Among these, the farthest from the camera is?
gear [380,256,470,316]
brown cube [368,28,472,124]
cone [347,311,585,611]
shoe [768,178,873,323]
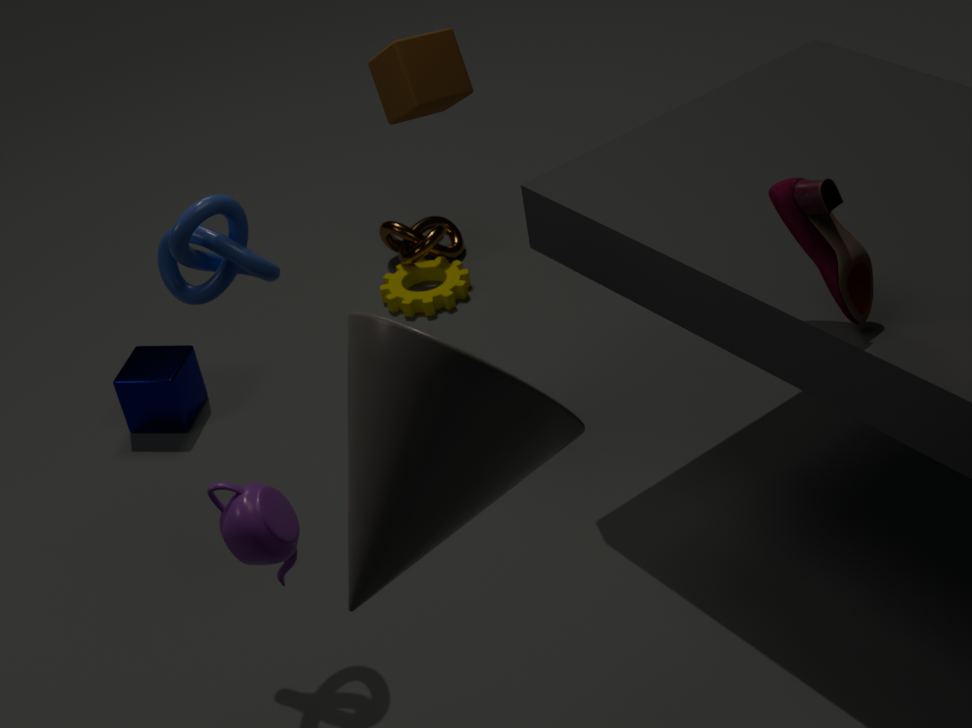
gear [380,256,470,316]
